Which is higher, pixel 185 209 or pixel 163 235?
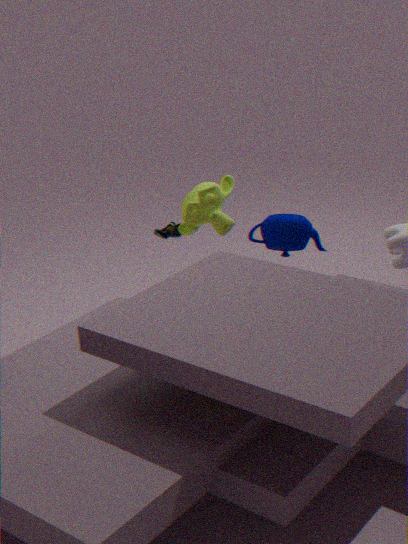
pixel 185 209
